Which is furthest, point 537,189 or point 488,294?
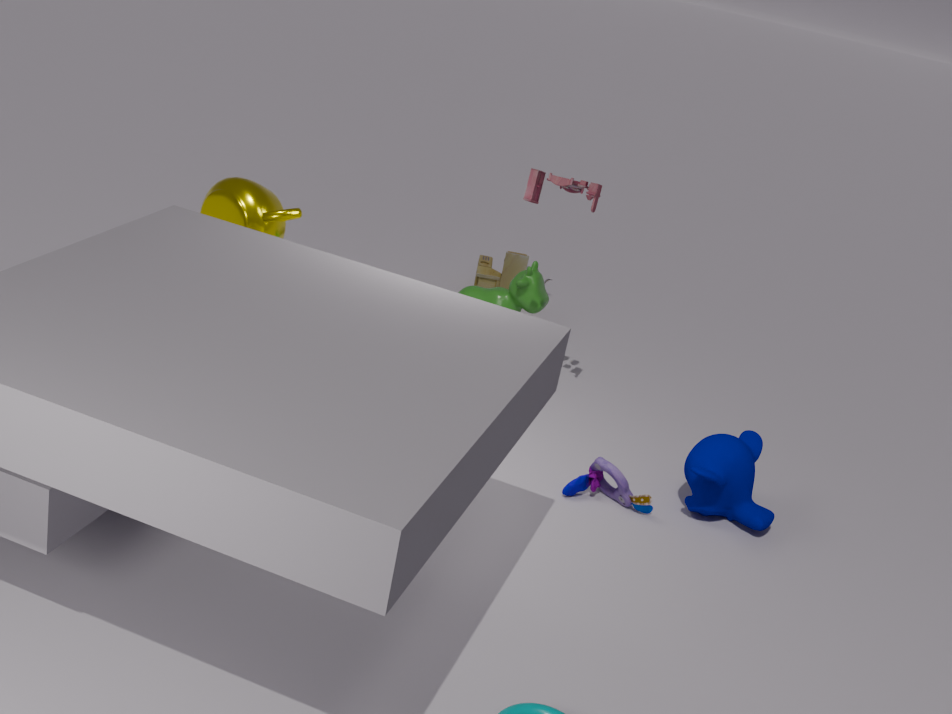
point 488,294
